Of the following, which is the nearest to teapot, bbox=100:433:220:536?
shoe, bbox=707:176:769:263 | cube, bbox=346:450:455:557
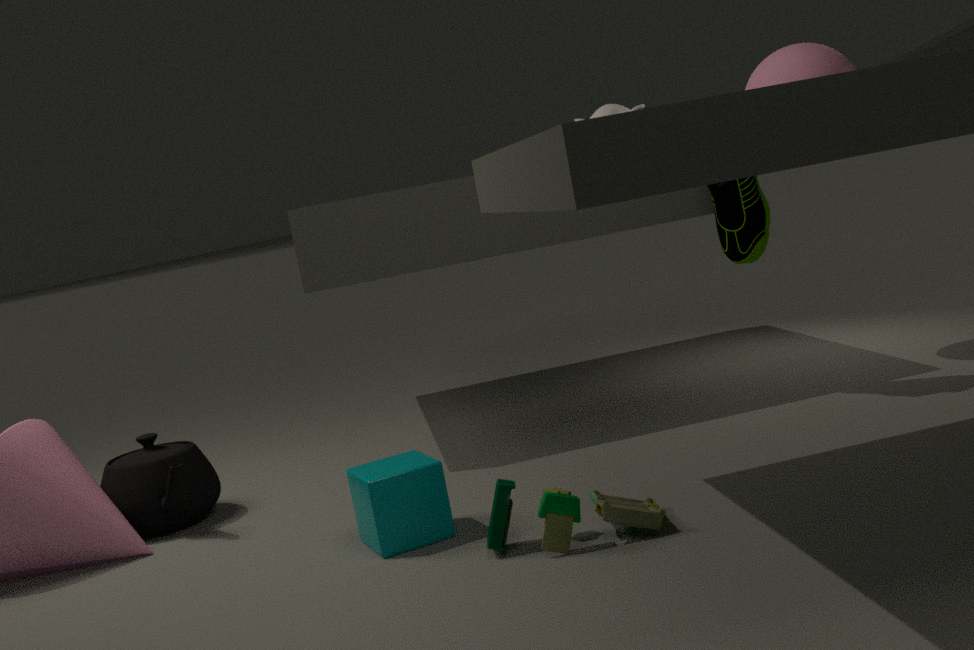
cube, bbox=346:450:455:557
